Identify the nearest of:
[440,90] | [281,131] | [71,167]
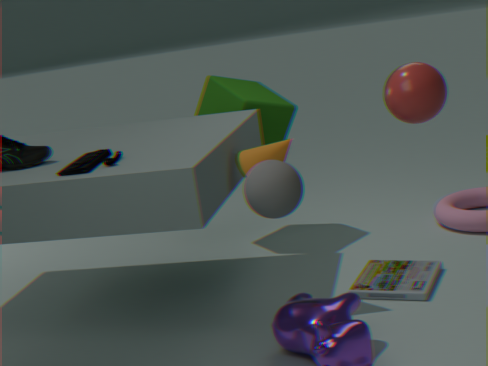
[440,90]
